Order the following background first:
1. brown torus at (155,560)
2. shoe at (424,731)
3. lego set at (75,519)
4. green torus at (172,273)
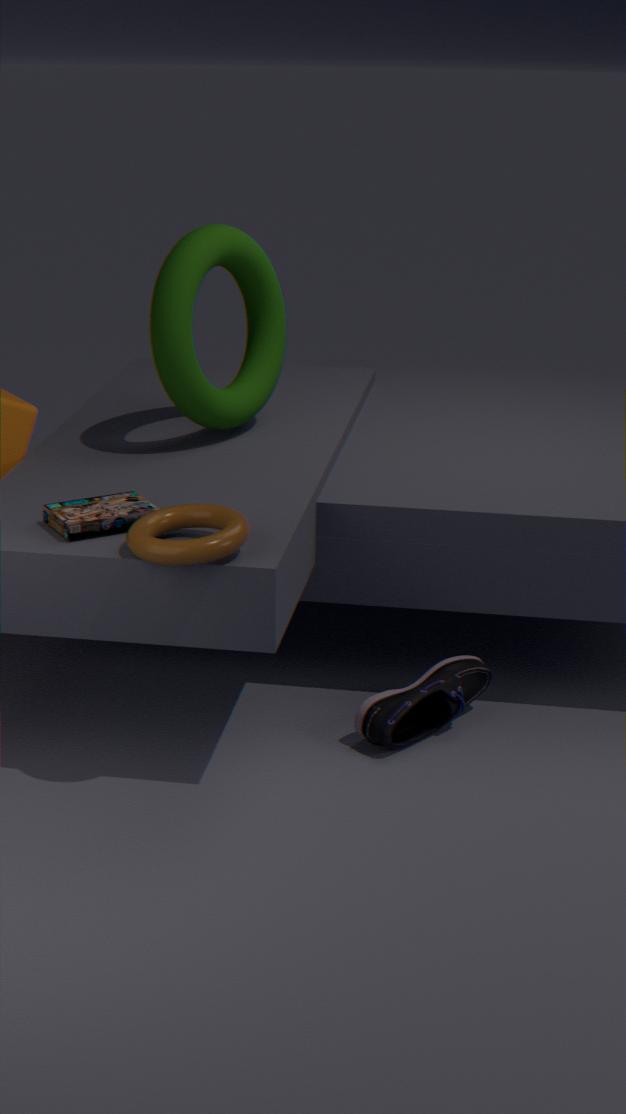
green torus at (172,273) → shoe at (424,731) → lego set at (75,519) → brown torus at (155,560)
